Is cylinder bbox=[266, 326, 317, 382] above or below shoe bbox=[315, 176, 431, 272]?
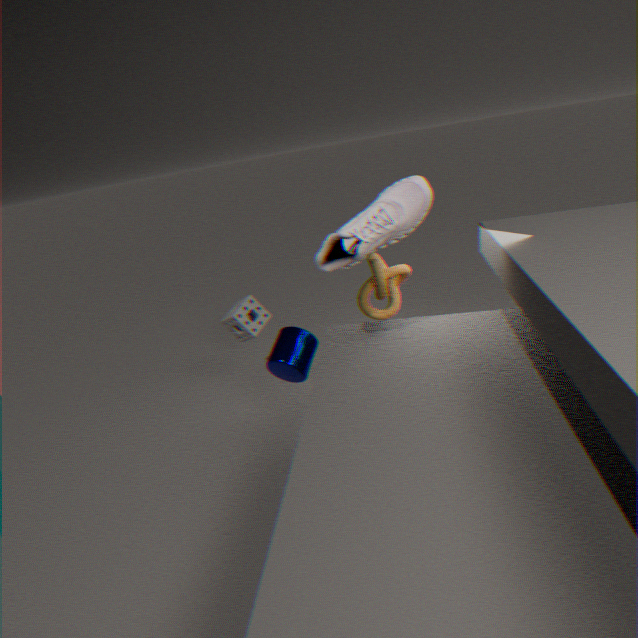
below
